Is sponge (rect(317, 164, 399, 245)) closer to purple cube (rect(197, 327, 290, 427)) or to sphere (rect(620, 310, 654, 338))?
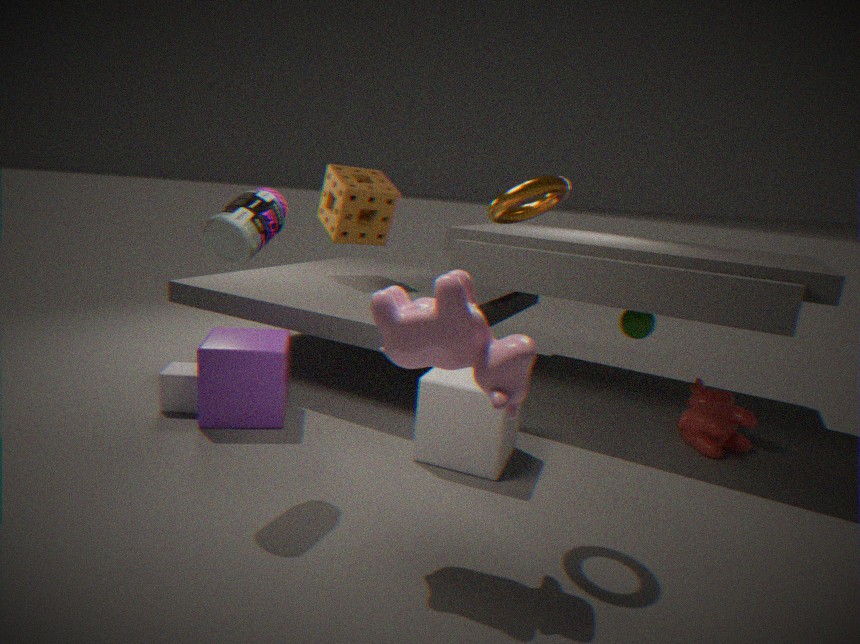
purple cube (rect(197, 327, 290, 427))
